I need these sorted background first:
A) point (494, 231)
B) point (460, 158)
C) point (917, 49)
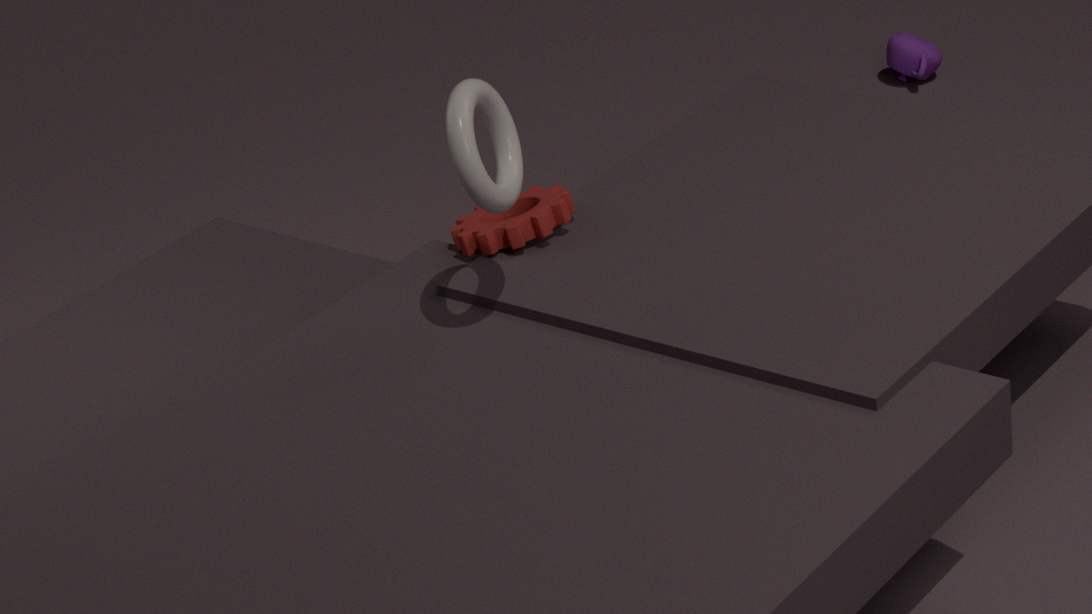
point (917, 49) < point (494, 231) < point (460, 158)
